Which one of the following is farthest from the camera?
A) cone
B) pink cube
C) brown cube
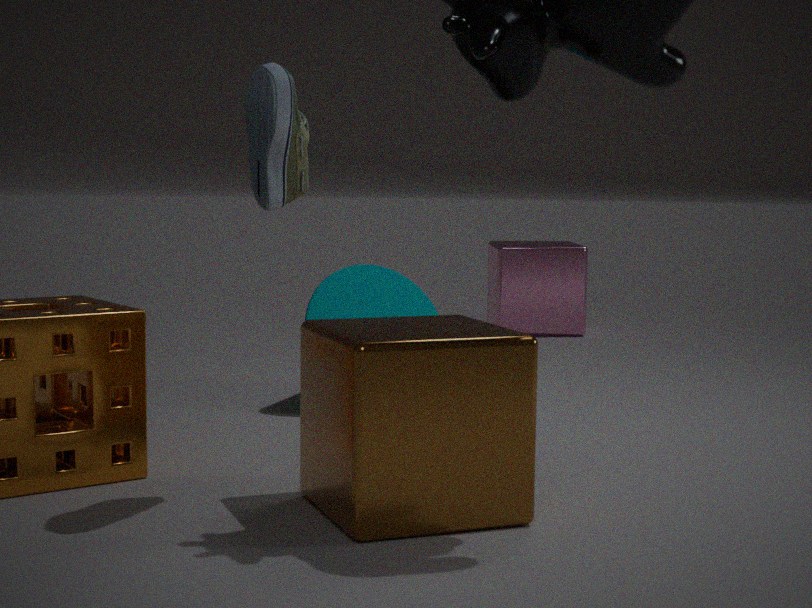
pink cube
